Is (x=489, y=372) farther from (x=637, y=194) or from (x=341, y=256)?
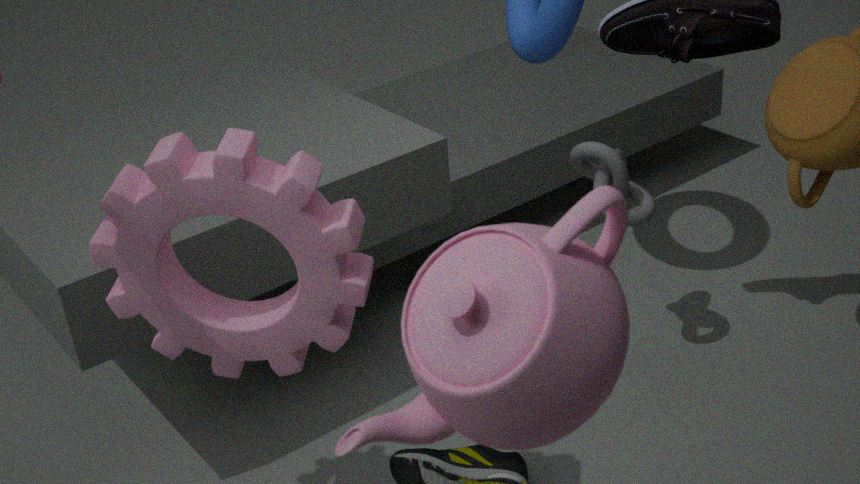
(x=637, y=194)
